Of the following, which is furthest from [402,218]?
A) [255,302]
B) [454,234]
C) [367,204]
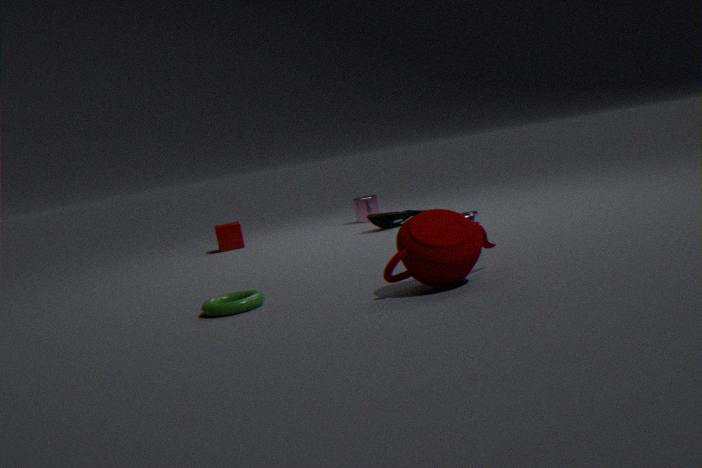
[454,234]
